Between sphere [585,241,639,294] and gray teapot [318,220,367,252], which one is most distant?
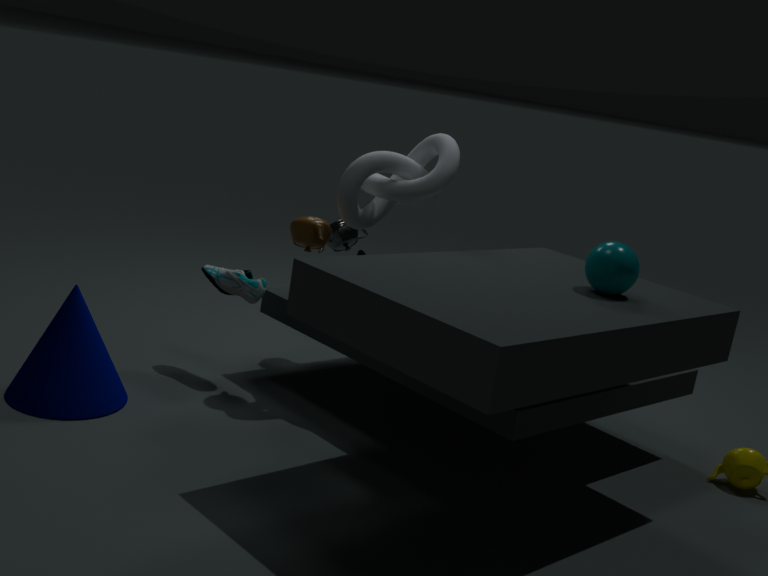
gray teapot [318,220,367,252]
